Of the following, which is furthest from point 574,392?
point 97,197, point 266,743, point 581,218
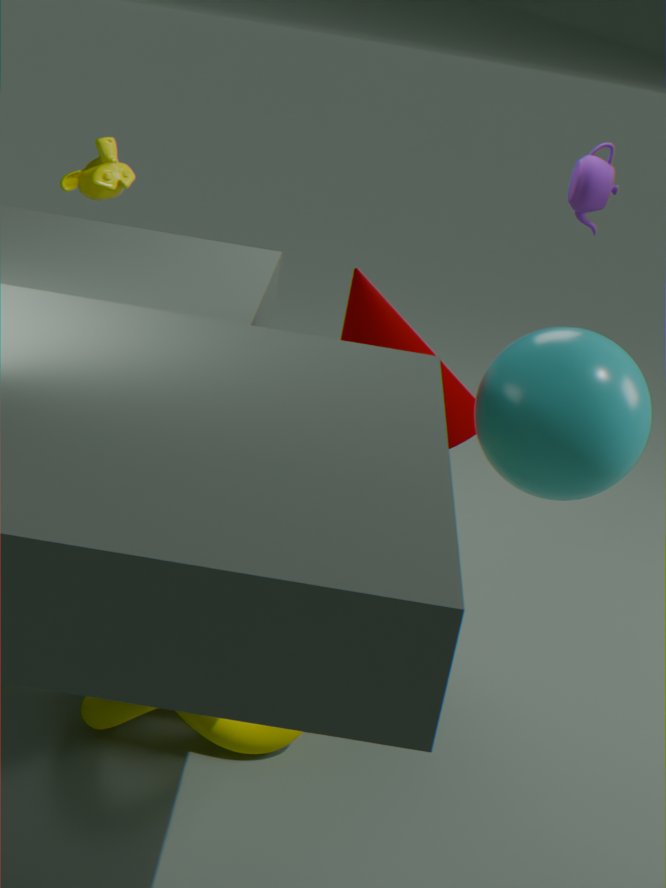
point 97,197
